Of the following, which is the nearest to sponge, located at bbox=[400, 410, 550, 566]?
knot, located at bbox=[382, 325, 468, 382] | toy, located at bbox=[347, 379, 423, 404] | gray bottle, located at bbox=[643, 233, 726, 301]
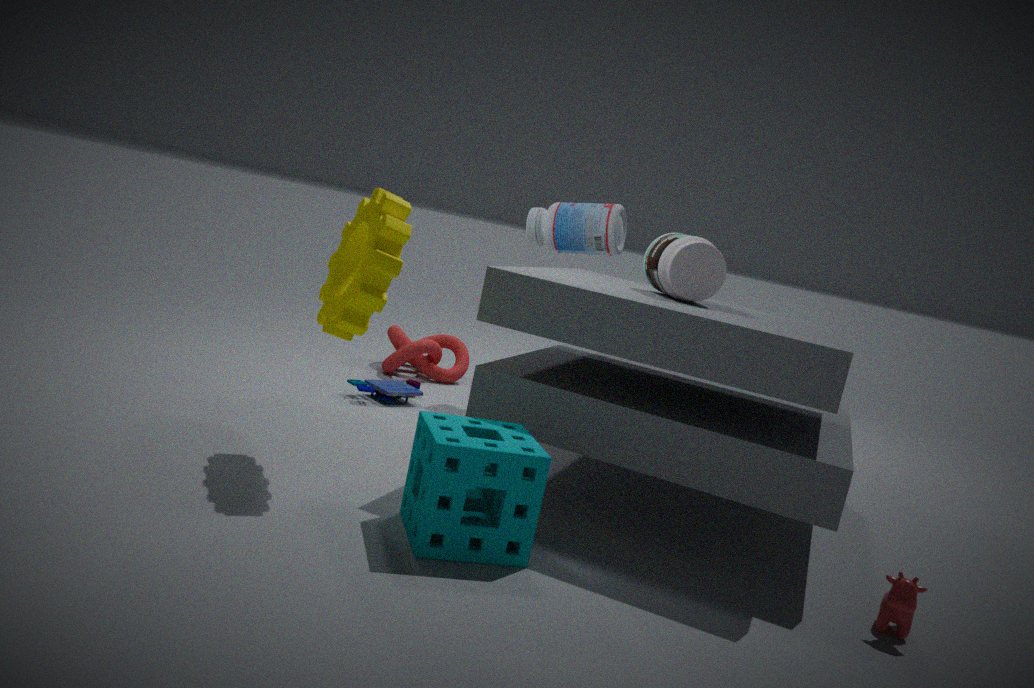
gray bottle, located at bbox=[643, 233, 726, 301]
